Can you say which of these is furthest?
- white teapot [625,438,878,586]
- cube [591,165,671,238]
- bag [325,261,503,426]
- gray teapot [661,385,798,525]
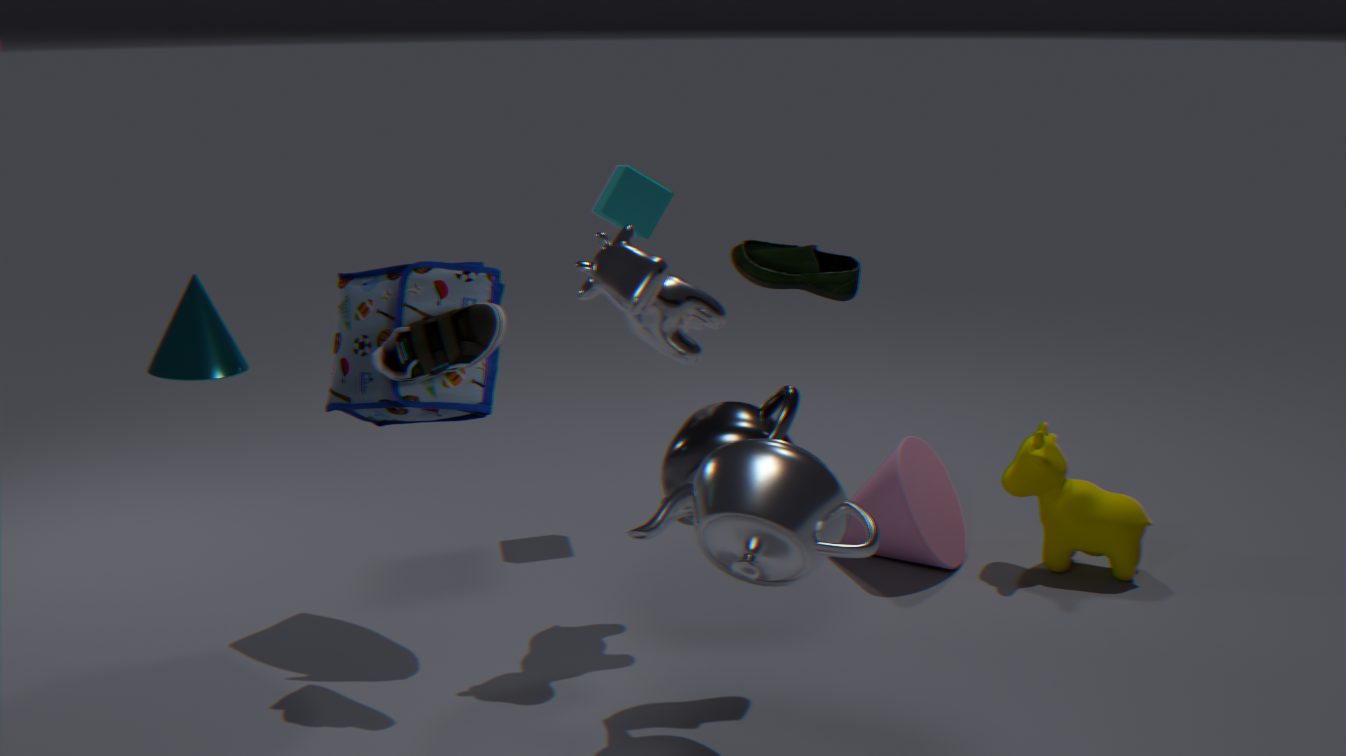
cube [591,165,671,238]
